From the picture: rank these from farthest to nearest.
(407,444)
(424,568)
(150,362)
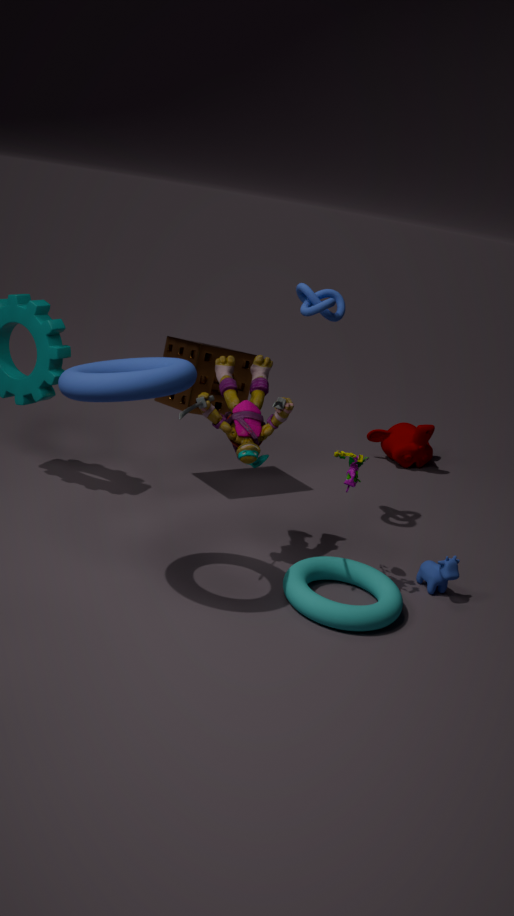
(407,444) < (424,568) < (150,362)
